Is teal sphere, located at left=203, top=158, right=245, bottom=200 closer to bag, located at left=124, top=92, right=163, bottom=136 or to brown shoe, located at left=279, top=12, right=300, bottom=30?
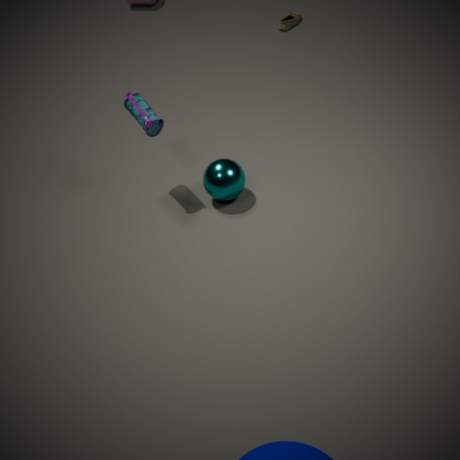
bag, located at left=124, top=92, right=163, bottom=136
